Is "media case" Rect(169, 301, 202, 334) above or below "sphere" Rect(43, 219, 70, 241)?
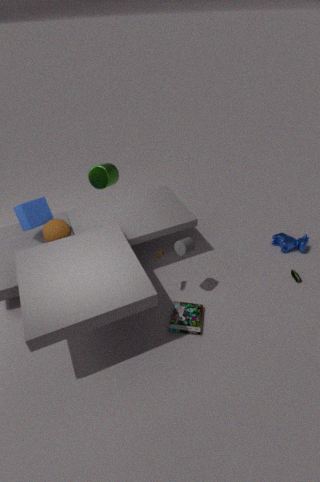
below
